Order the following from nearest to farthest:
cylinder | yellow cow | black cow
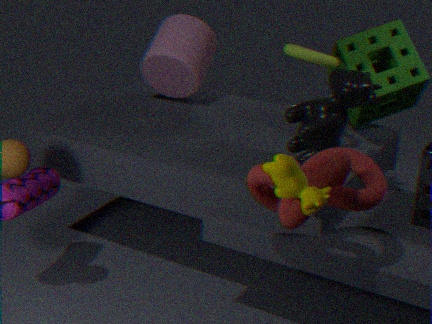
yellow cow
black cow
cylinder
